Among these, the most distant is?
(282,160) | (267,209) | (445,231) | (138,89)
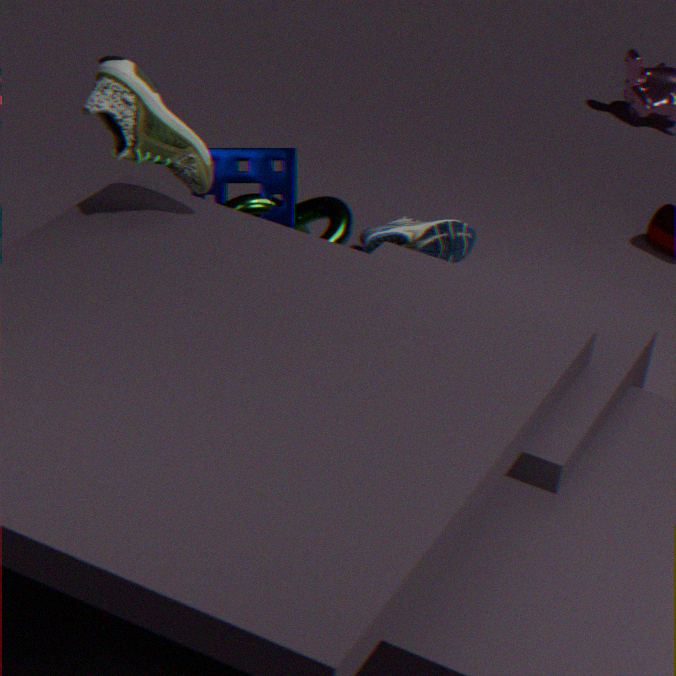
(445,231)
